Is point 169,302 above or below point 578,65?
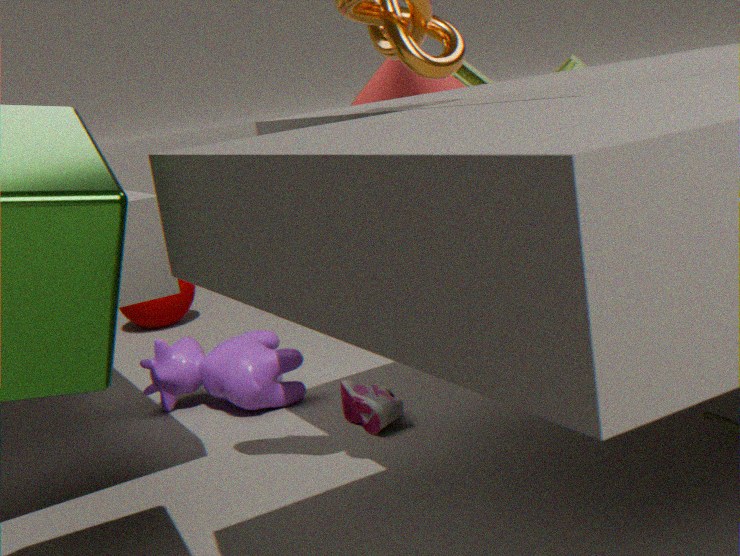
below
